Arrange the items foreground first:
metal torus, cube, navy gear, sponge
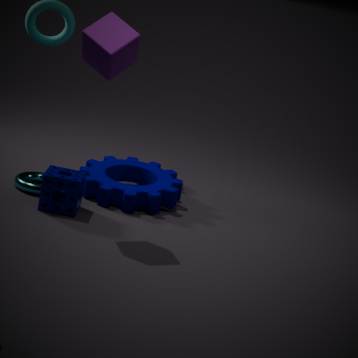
1. cube
2. sponge
3. metal torus
4. navy gear
